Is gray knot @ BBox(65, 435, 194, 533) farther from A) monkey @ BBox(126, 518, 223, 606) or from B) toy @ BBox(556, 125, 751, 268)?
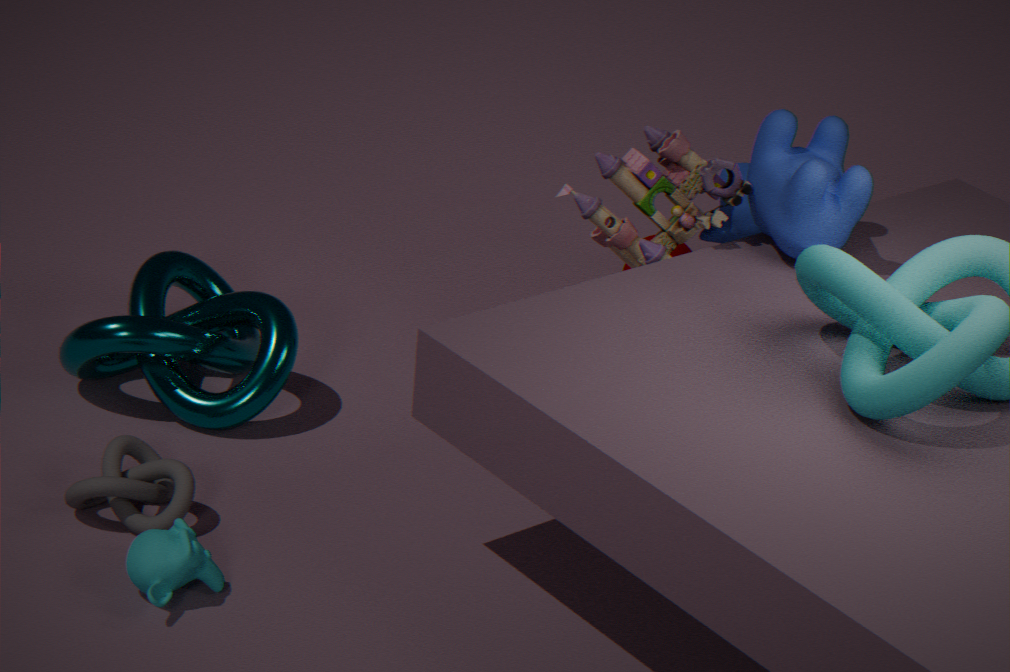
B) toy @ BBox(556, 125, 751, 268)
